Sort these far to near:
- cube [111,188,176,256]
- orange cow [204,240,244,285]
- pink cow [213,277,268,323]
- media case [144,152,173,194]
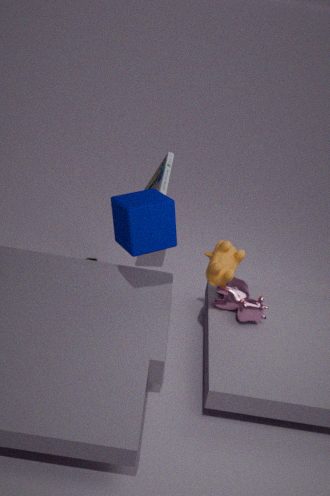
media case [144,152,173,194] → pink cow [213,277,268,323] → orange cow [204,240,244,285] → cube [111,188,176,256]
